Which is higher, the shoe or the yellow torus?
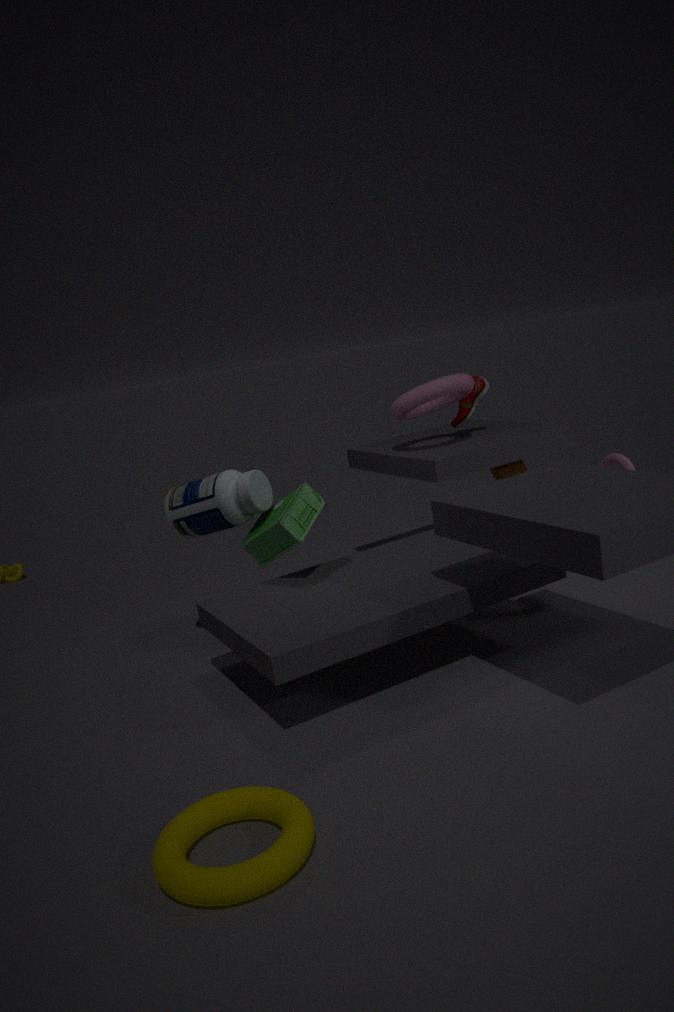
the shoe
